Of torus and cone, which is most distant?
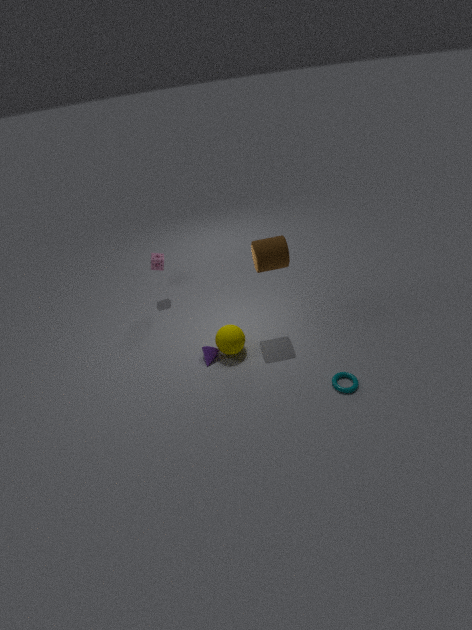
cone
